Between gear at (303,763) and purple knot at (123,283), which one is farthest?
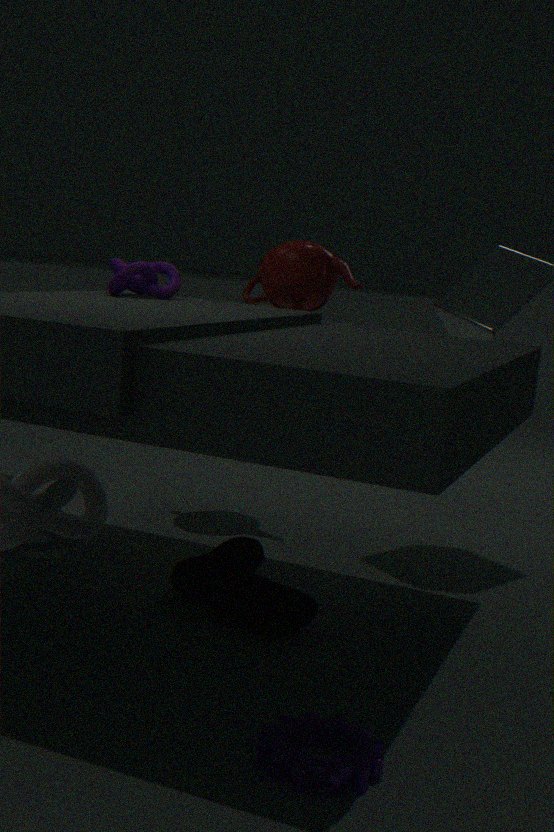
purple knot at (123,283)
